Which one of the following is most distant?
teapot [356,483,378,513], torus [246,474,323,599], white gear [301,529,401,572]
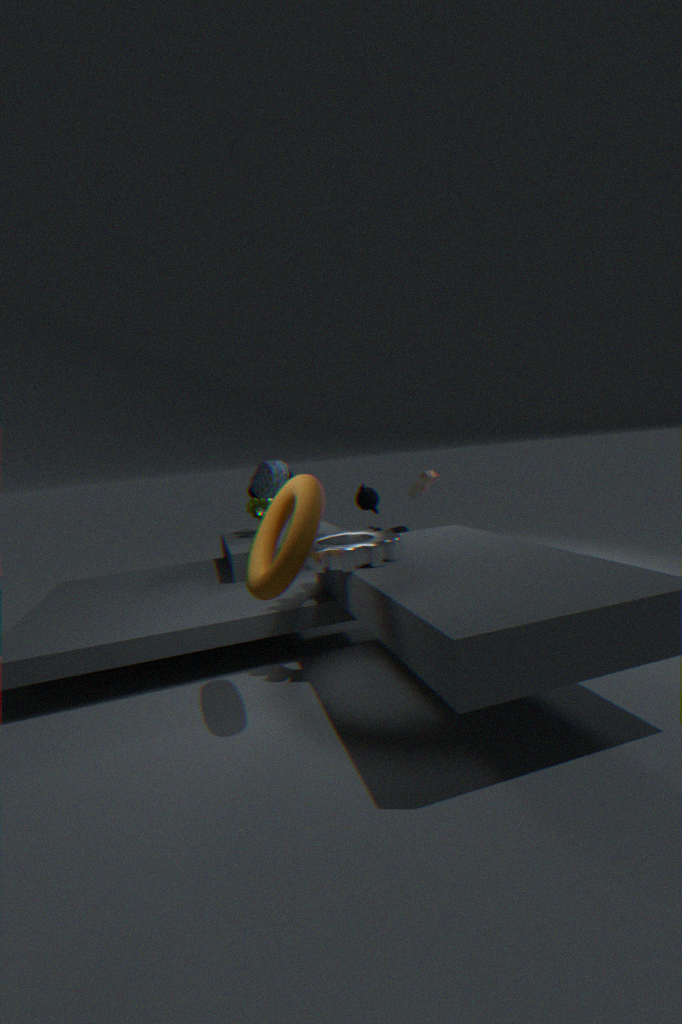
teapot [356,483,378,513]
